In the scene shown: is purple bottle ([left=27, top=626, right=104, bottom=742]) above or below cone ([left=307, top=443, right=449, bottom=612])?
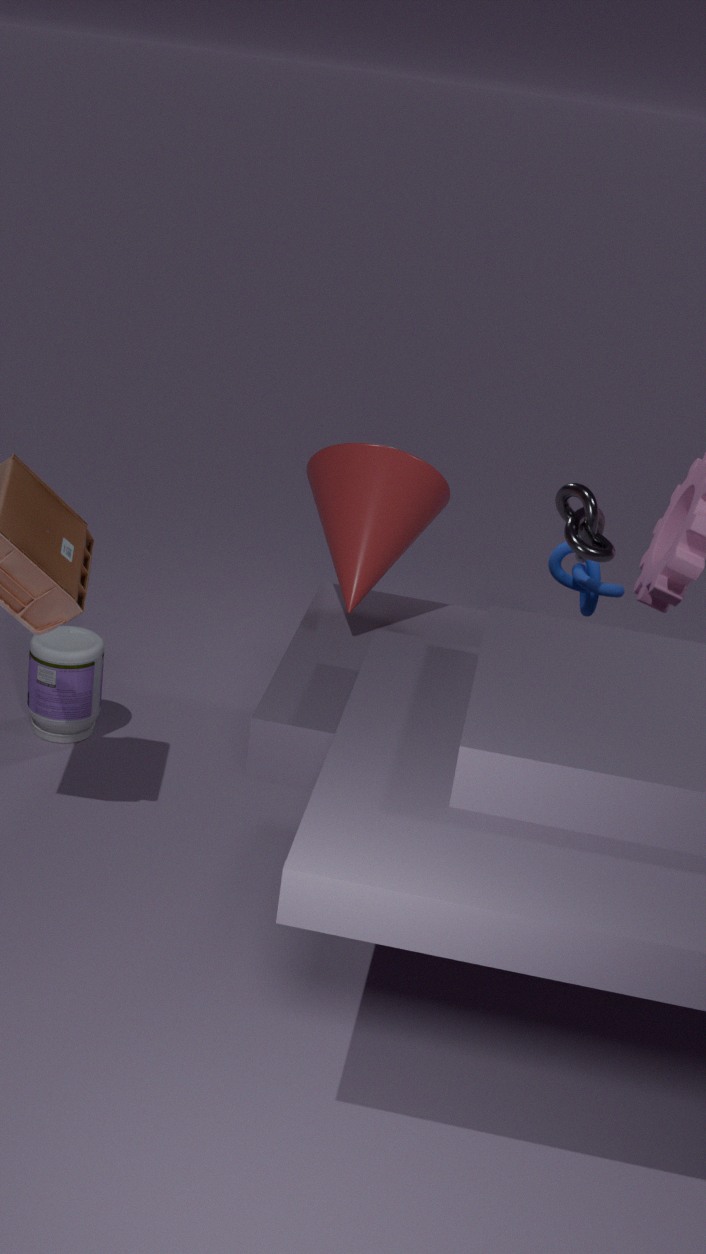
below
